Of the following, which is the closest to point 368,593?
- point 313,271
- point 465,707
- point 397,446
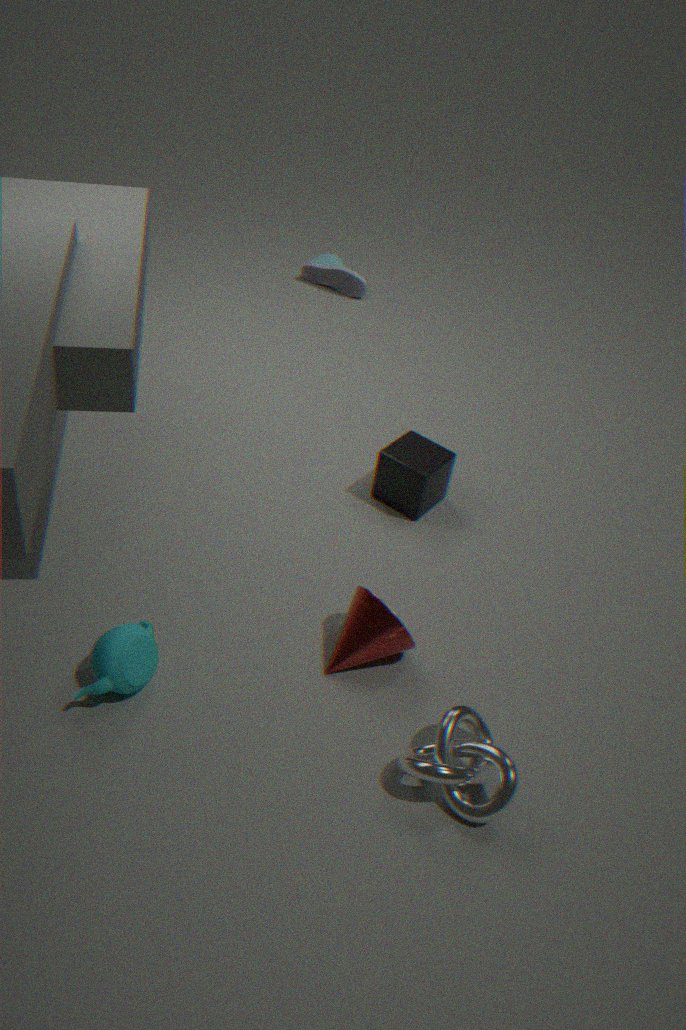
point 465,707
